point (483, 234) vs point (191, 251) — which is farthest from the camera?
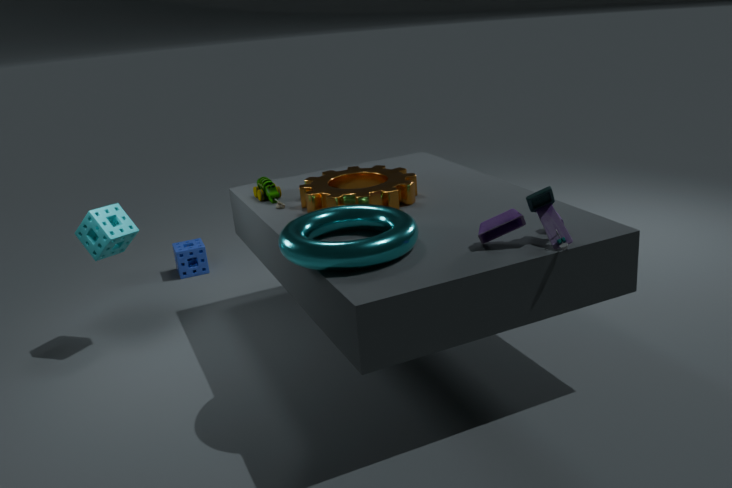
point (191, 251)
